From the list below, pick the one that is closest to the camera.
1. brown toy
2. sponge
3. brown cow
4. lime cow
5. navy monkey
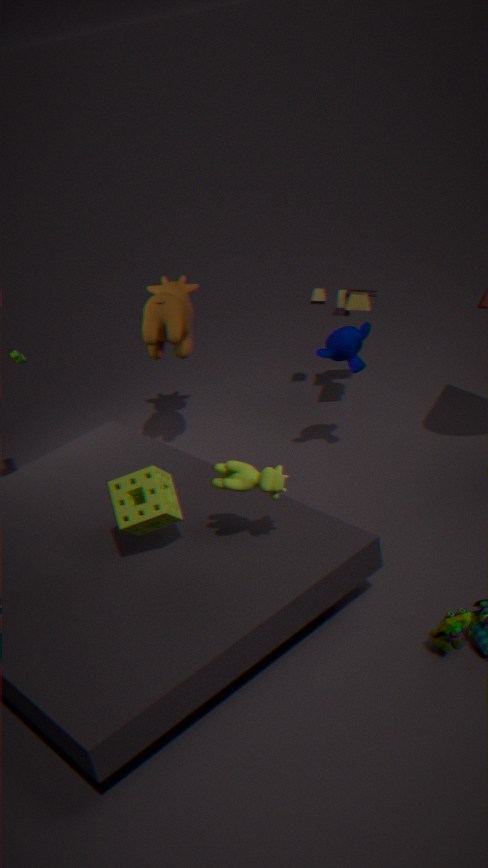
lime cow
